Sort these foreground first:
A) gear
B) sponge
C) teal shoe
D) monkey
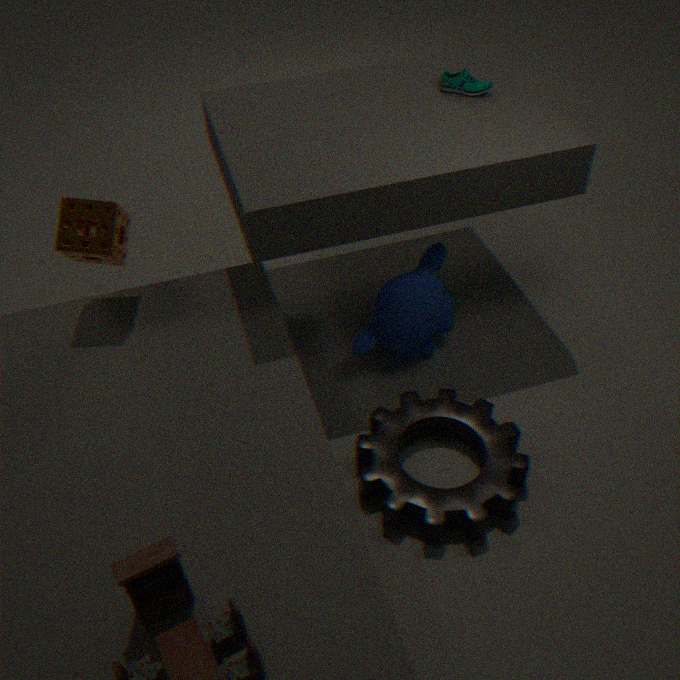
A. gear, B. sponge, D. monkey, C. teal shoe
